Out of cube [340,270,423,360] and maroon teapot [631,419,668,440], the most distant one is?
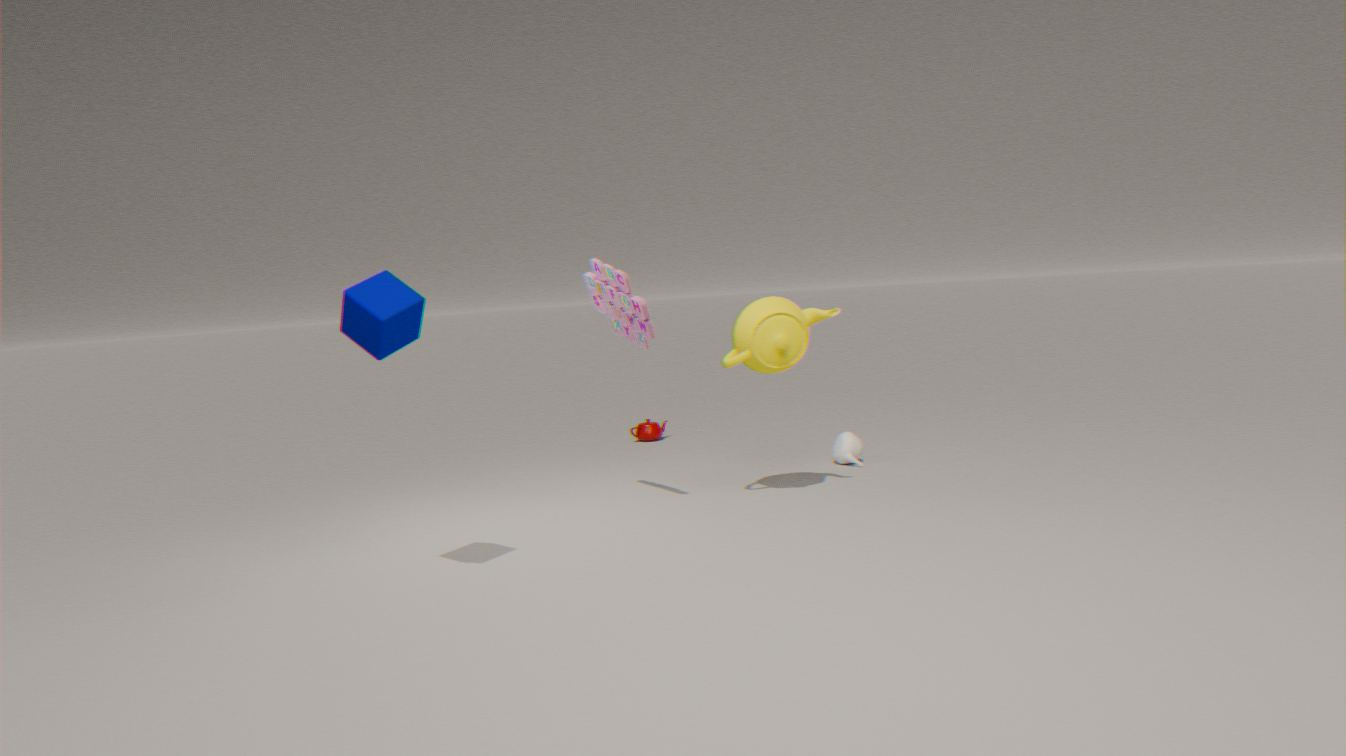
maroon teapot [631,419,668,440]
